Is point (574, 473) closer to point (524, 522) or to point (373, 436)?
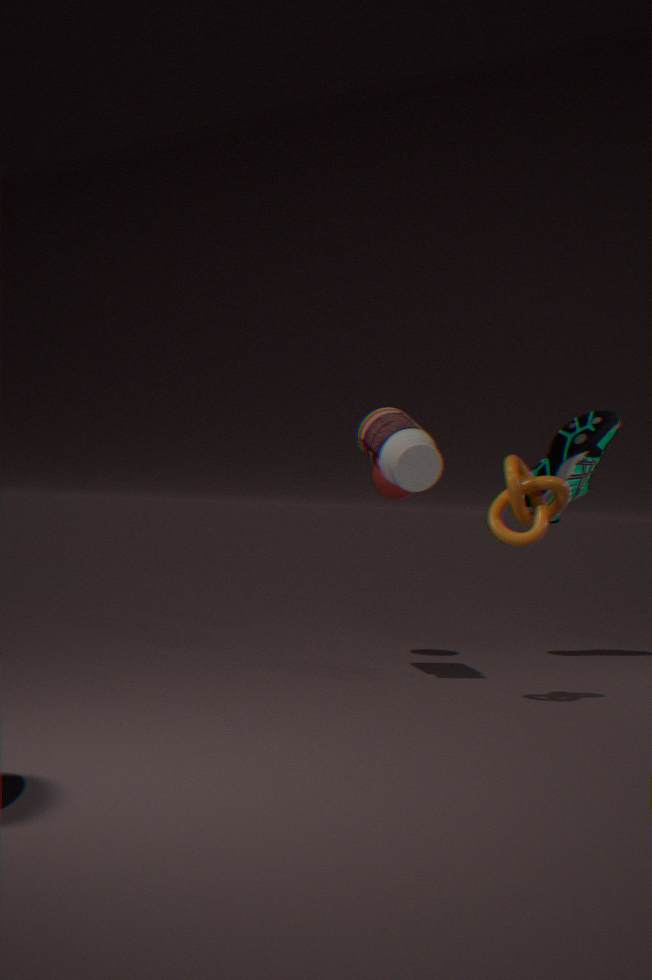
point (373, 436)
